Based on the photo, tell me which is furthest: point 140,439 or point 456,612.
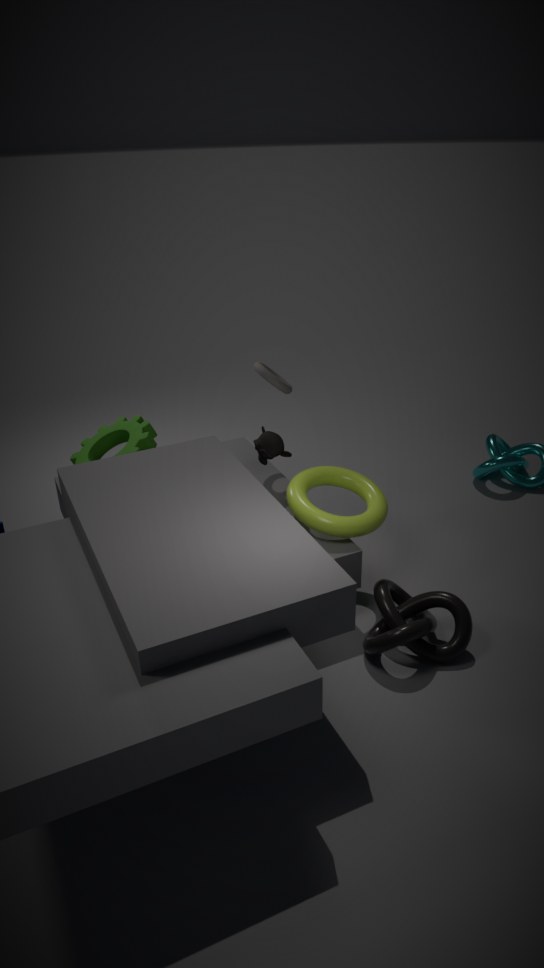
point 140,439
